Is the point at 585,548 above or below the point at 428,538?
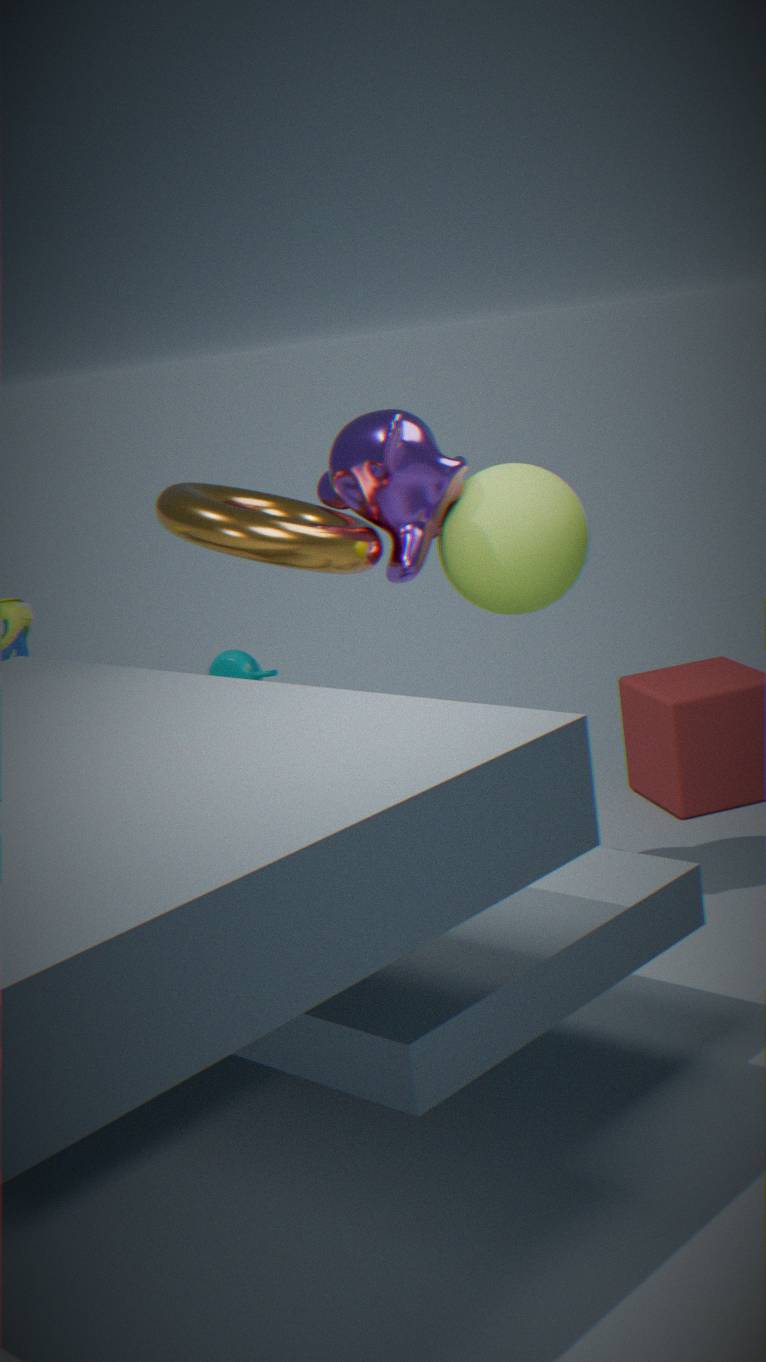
below
